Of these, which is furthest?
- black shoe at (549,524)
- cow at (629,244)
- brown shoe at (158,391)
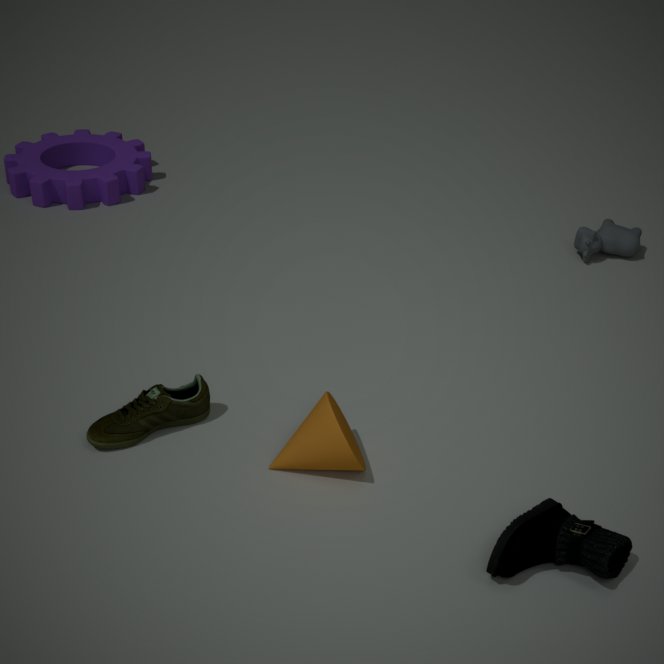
cow at (629,244)
